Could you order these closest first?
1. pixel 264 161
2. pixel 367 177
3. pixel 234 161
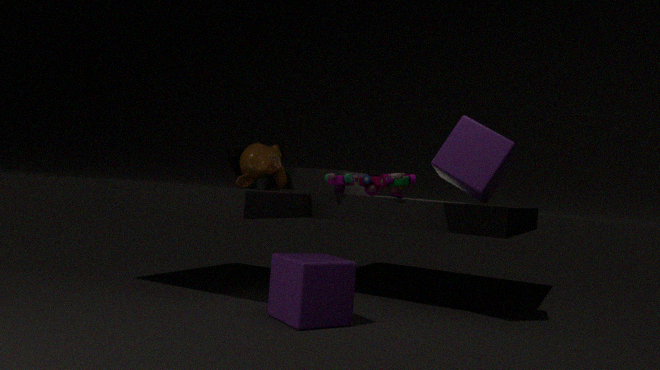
1. pixel 367 177
2. pixel 264 161
3. pixel 234 161
